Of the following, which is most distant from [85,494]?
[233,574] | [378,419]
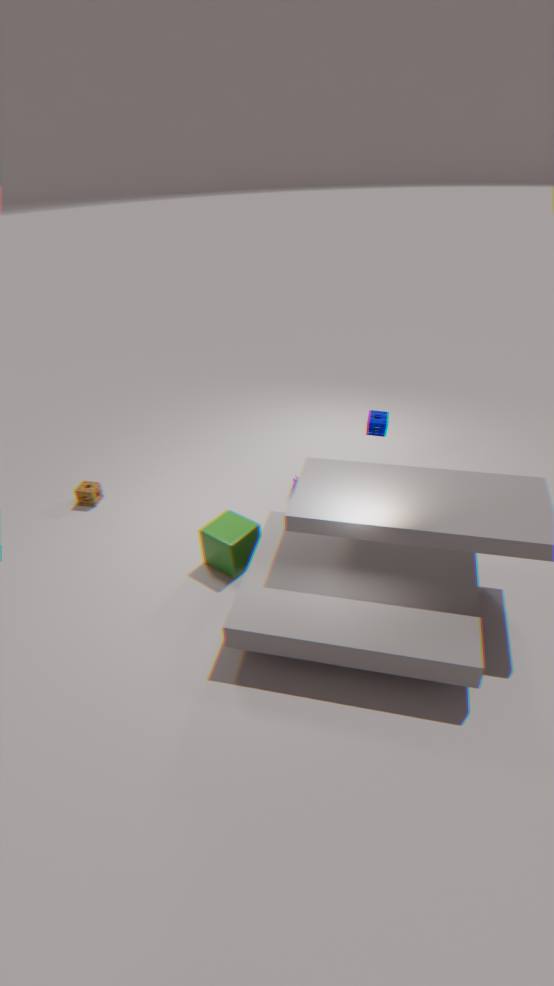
[378,419]
